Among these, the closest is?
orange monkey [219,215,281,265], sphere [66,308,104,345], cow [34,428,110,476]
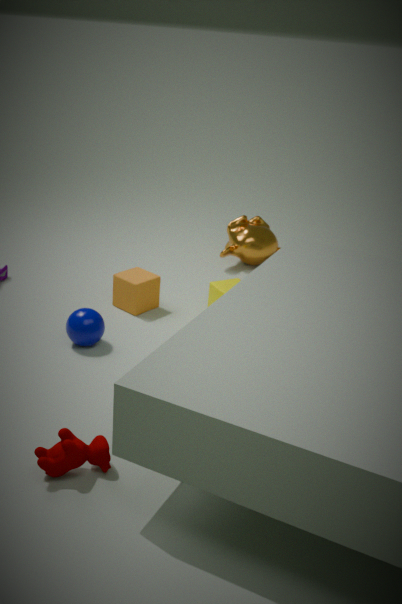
cow [34,428,110,476]
